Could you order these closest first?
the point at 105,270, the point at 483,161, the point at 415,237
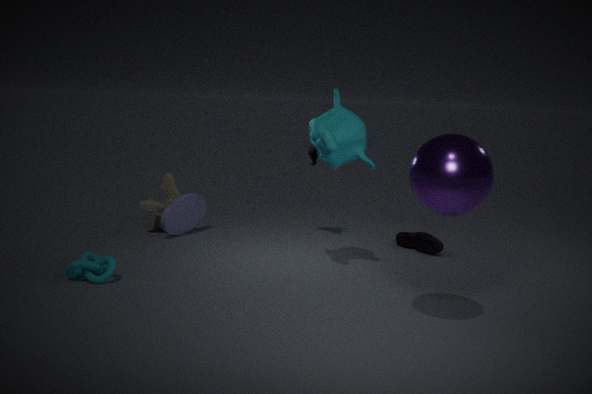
the point at 483,161
the point at 105,270
the point at 415,237
